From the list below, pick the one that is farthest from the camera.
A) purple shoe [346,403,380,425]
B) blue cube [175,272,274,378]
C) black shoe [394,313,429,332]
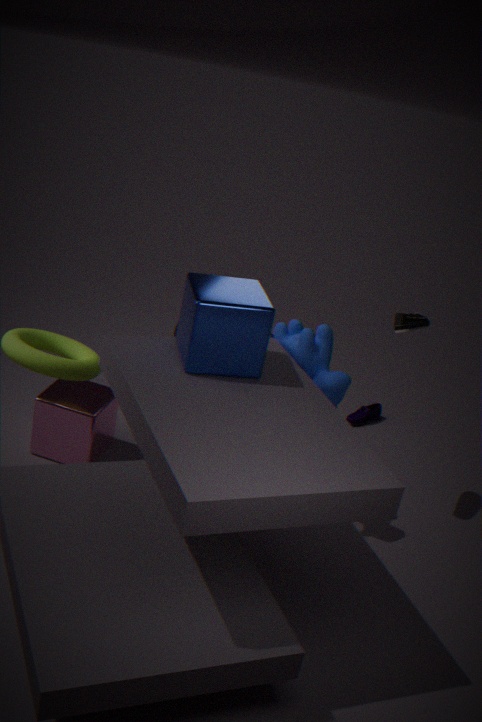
purple shoe [346,403,380,425]
